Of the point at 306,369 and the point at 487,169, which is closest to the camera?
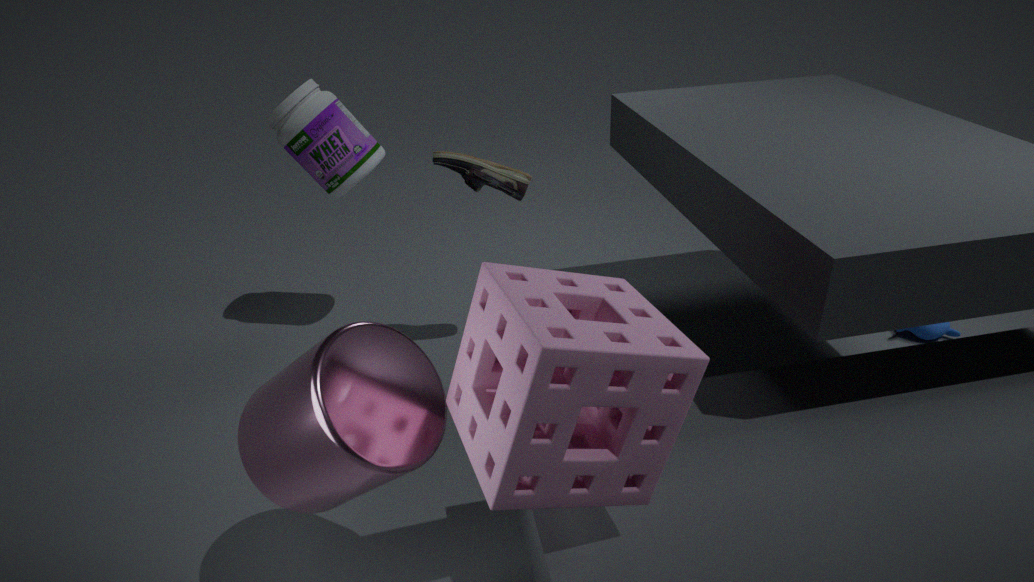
the point at 306,369
